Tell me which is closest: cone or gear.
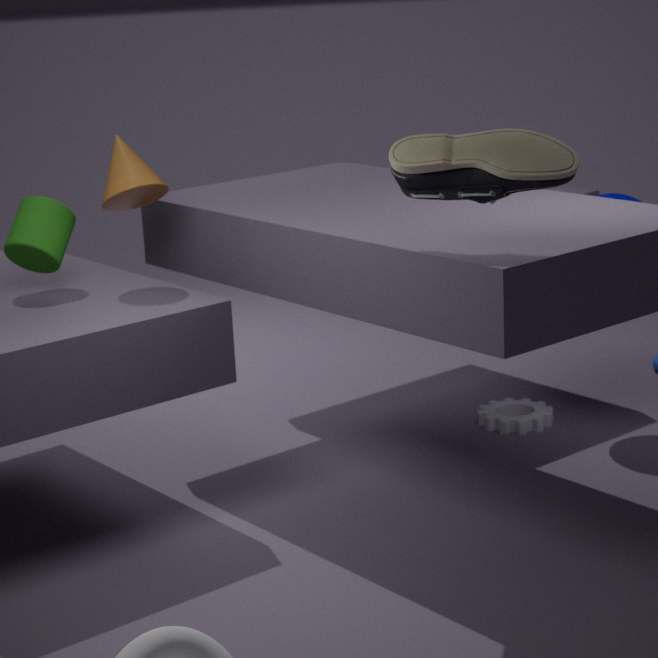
cone
